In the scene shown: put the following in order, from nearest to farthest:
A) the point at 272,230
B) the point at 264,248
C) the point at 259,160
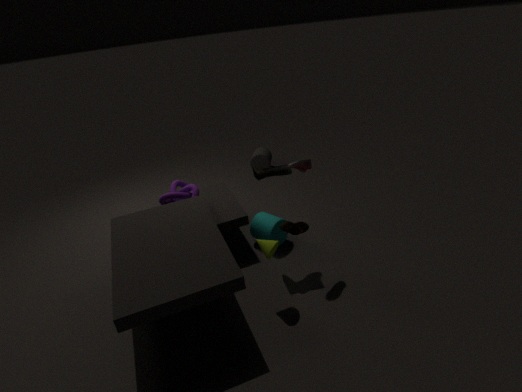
the point at 264,248 → the point at 272,230 → the point at 259,160
